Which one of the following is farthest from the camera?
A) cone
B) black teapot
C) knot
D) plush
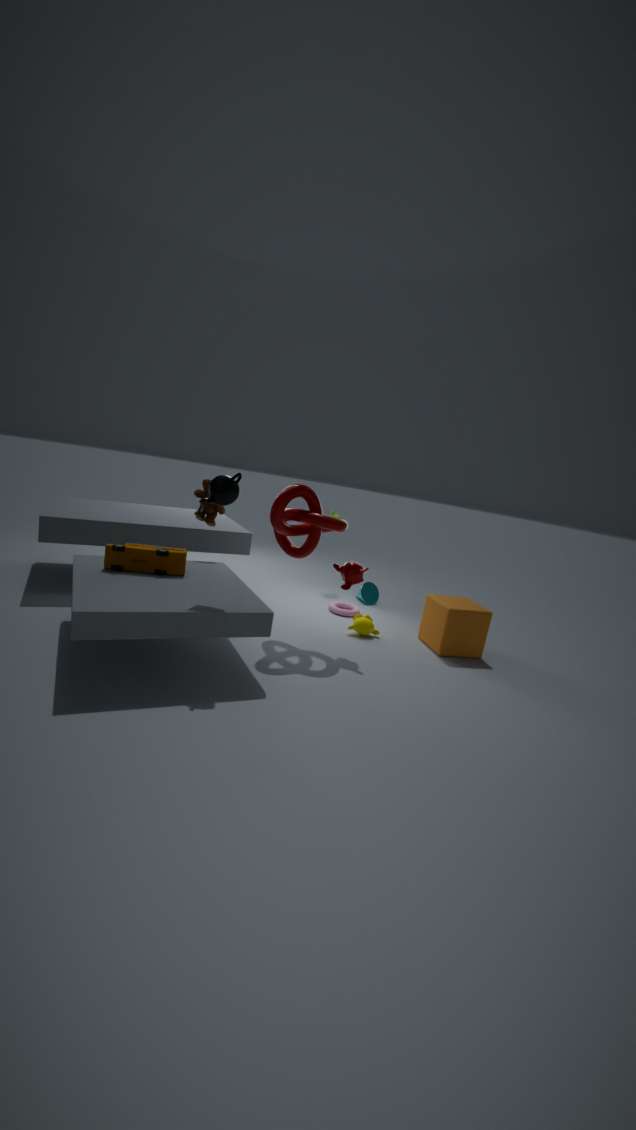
cone
